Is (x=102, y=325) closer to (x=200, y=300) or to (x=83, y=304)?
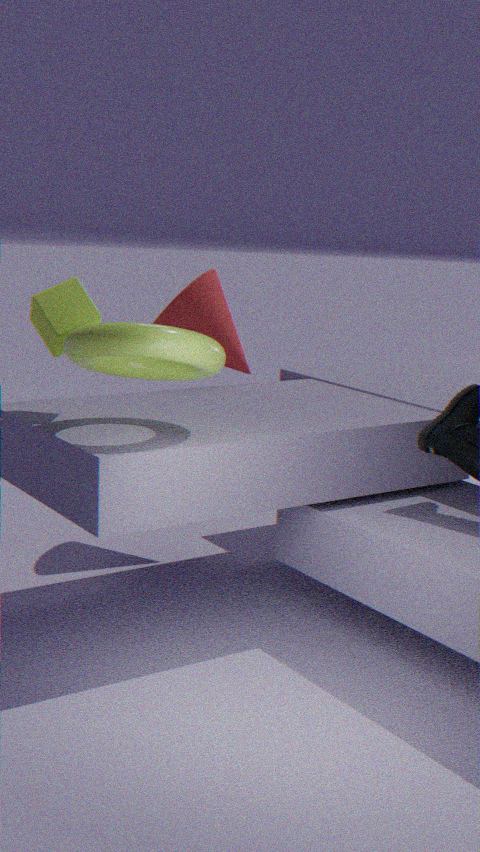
(x=83, y=304)
